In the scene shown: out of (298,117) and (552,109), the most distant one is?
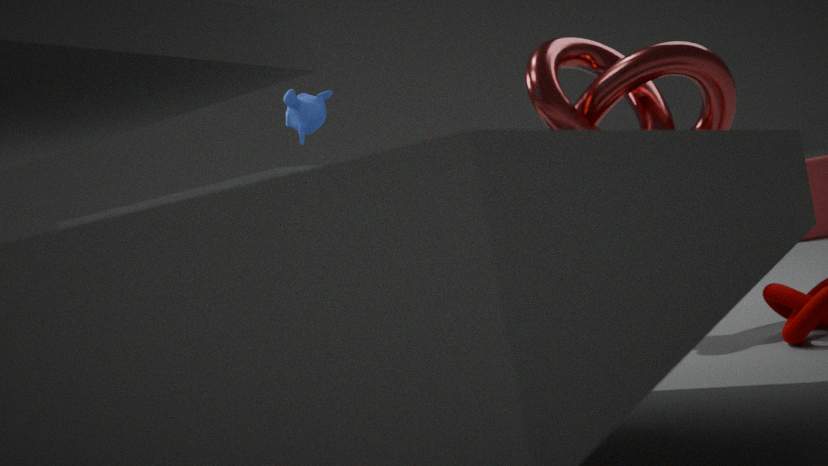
(298,117)
